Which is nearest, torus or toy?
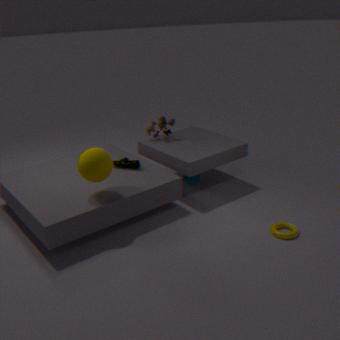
torus
